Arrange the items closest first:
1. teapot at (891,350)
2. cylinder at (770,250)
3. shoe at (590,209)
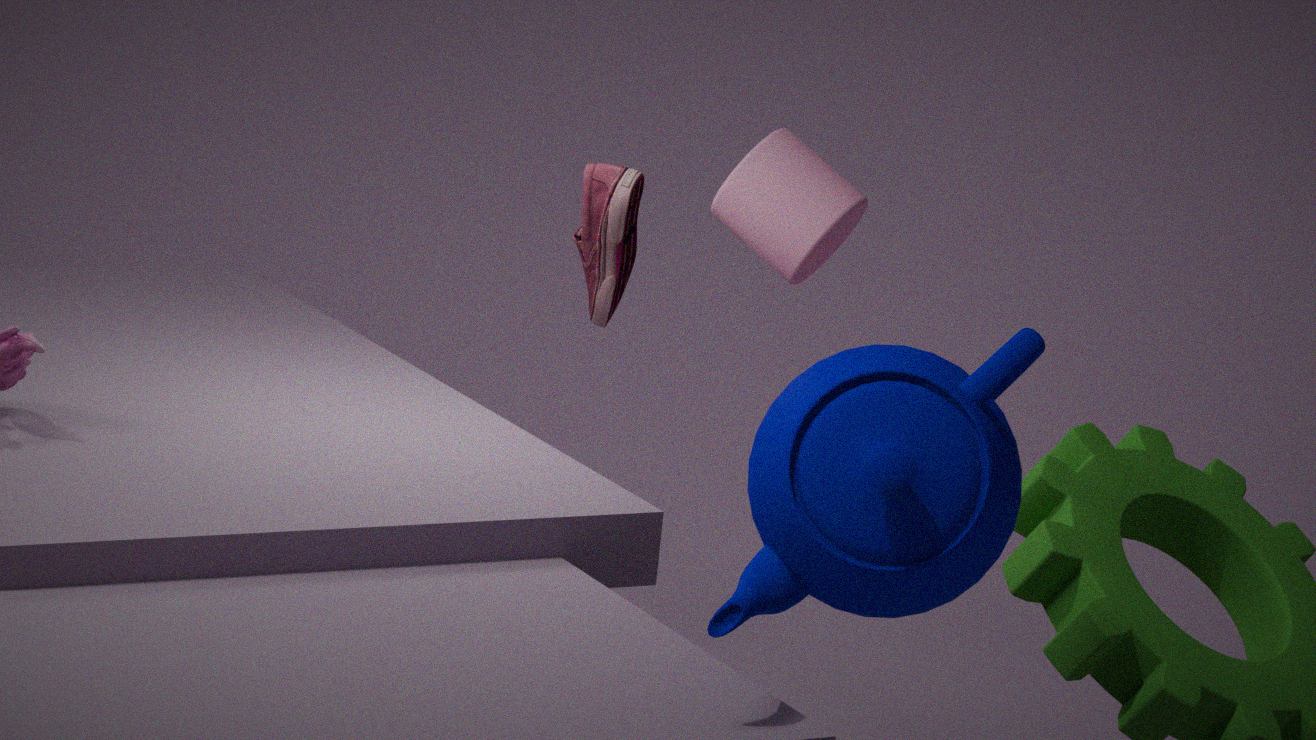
teapot at (891,350), shoe at (590,209), cylinder at (770,250)
